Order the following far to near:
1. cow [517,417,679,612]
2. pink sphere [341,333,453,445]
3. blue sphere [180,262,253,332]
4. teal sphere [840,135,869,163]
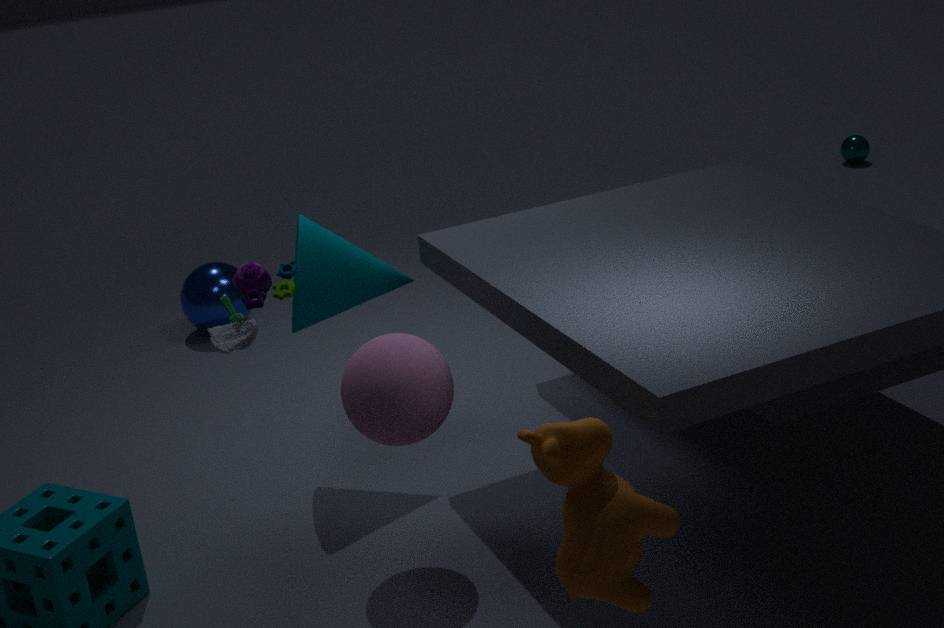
teal sphere [840,135,869,163]
blue sphere [180,262,253,332]
pink sphere [341,333,453,445]
cow [517,417,679,612]
